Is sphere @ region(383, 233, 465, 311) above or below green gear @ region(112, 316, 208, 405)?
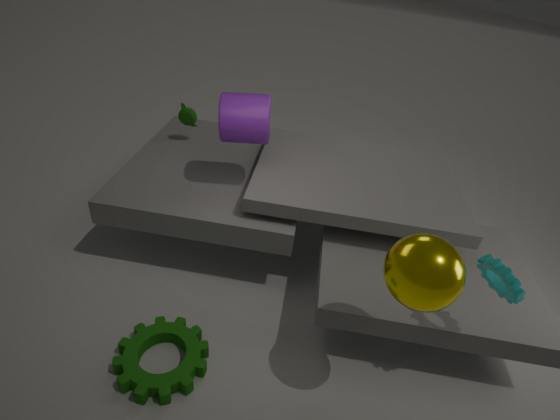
above
